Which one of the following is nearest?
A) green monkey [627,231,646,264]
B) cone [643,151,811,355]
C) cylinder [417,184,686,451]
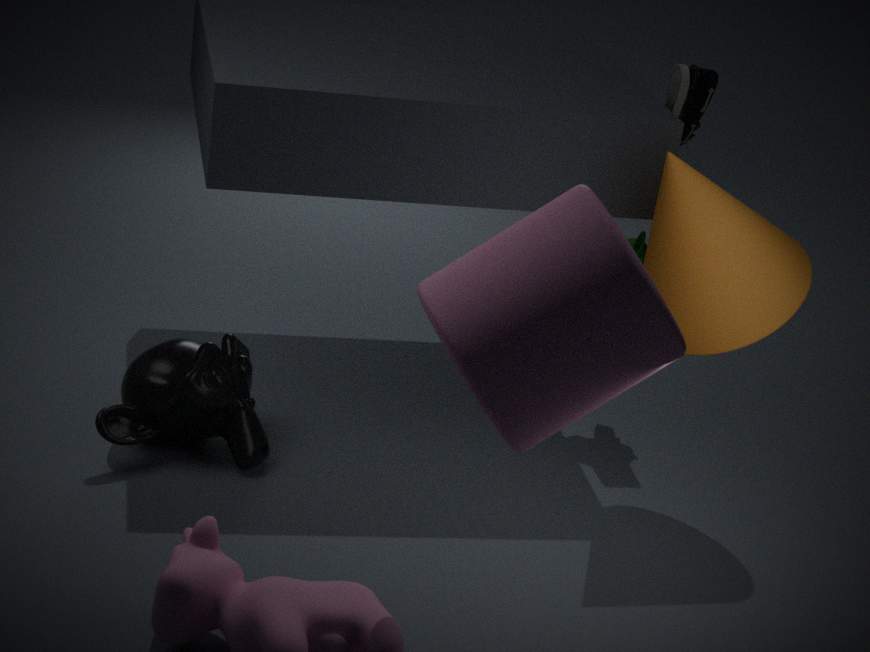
cylinder [417,184,686,451]
